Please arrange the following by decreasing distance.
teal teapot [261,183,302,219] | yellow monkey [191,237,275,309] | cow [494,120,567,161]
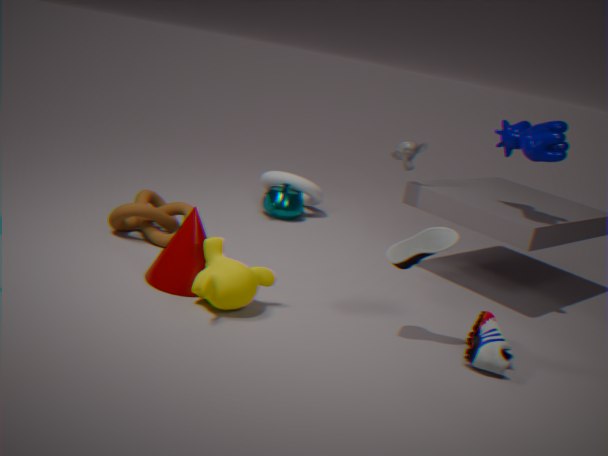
teal teapot [261,183,302,219]
cow [494,120,567,161]
yellow monkey [191,237,275,309]
